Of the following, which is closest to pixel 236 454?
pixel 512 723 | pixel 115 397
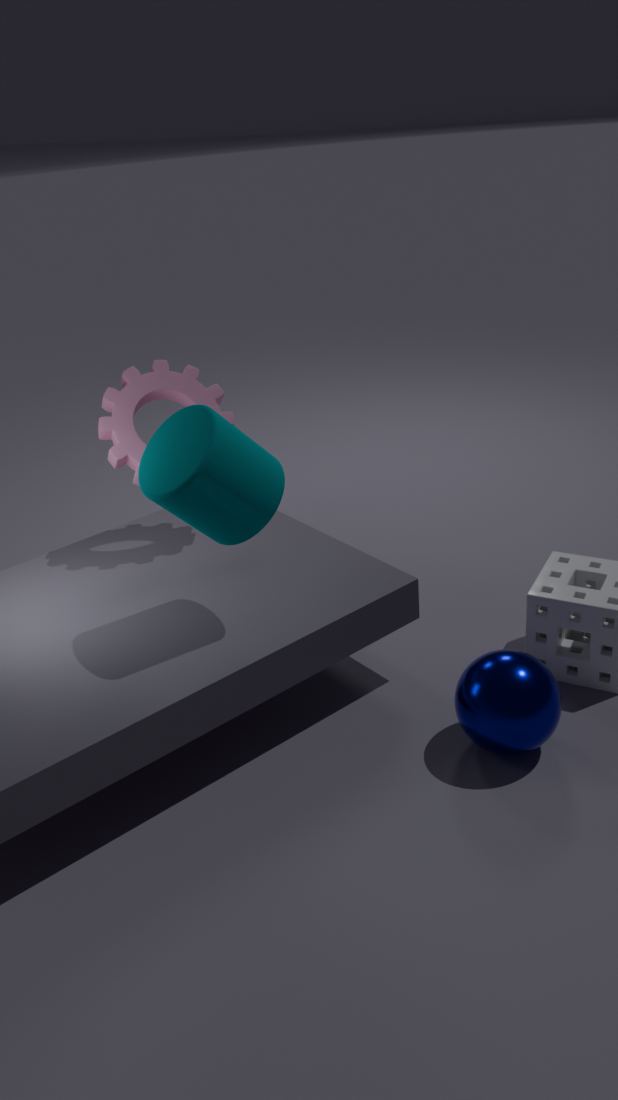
pixel 115 397
